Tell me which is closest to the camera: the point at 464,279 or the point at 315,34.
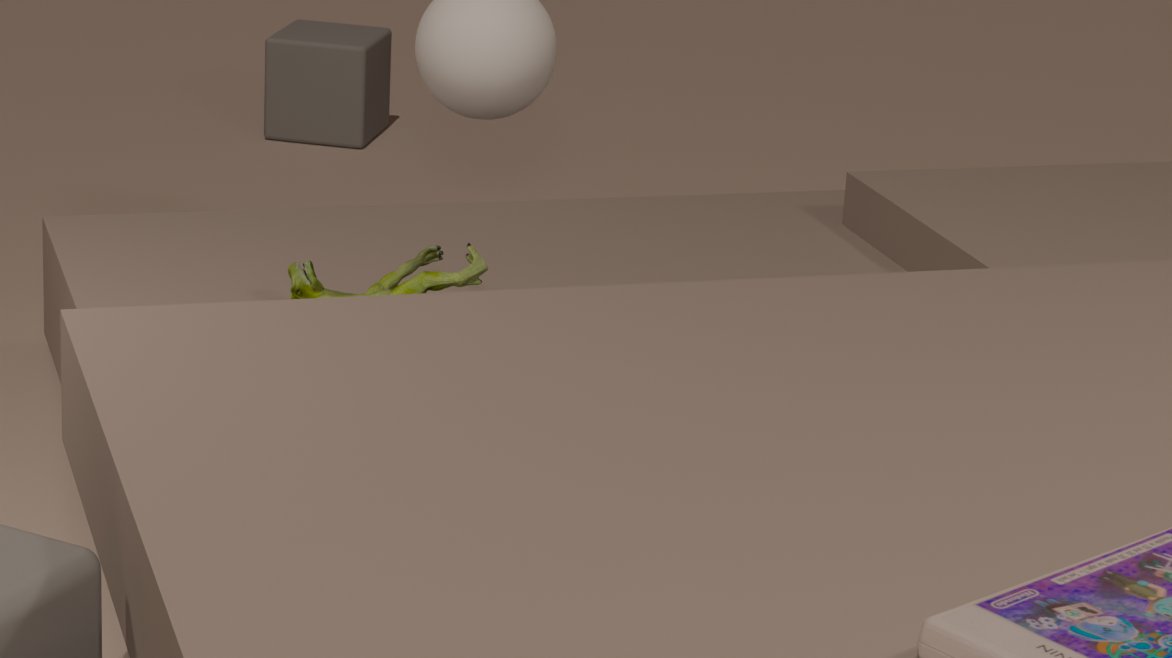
the point at 464,279
